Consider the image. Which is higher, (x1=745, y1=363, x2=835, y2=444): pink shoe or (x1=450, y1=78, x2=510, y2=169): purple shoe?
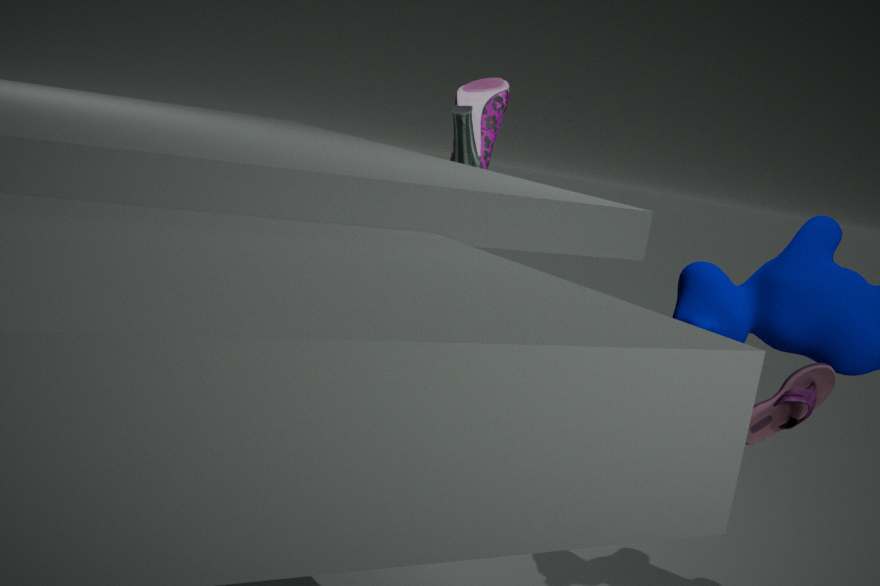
(x1=450, y1=78, x2=510, y2=169): purple shoe
